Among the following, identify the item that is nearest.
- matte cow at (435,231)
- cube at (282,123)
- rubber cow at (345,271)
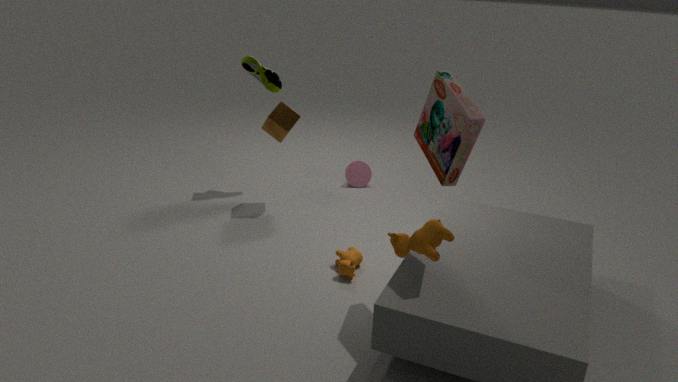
matte cow at (435,231)
